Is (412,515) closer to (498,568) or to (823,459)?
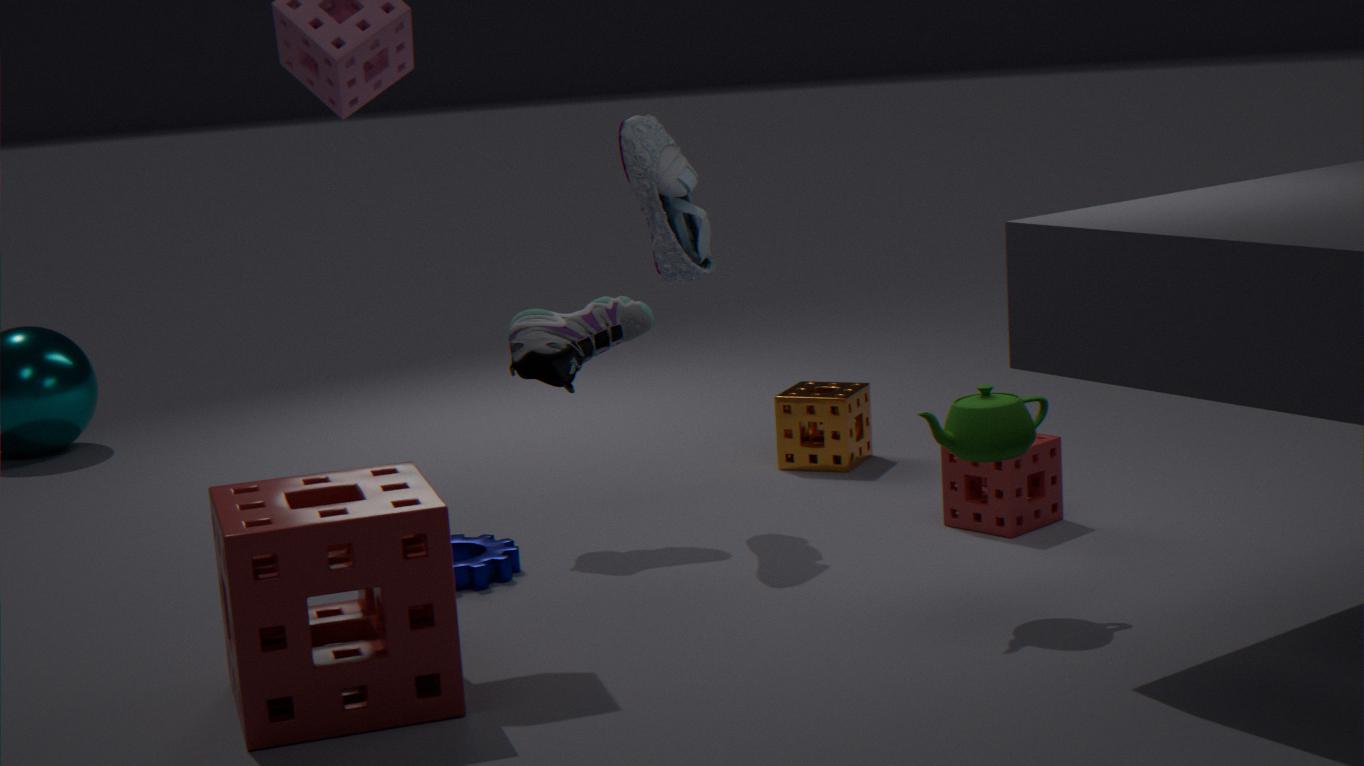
(498,568)
